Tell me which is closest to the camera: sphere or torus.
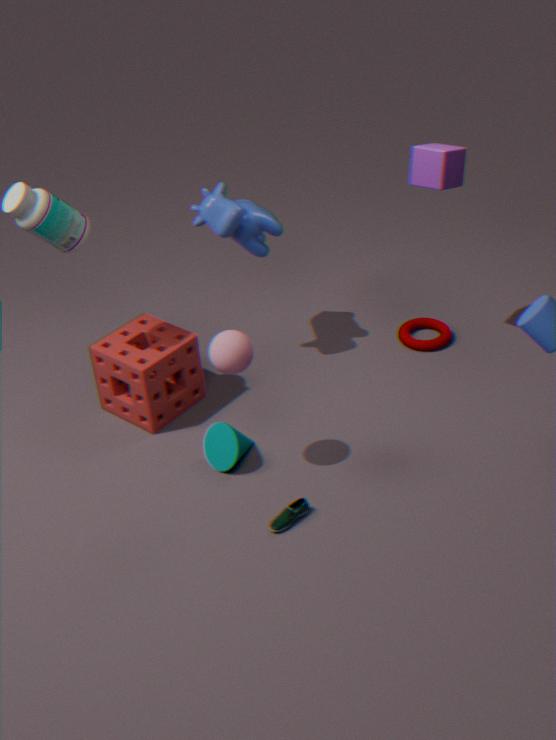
sphere
